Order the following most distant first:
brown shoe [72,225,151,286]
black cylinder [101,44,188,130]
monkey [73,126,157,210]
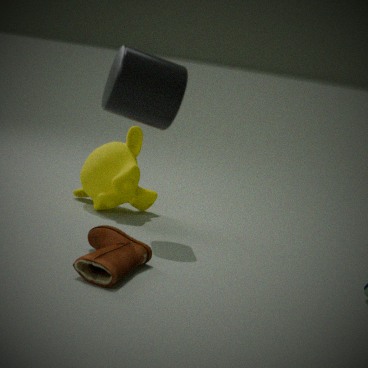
monkey [73,126,157,210], brown shoe [72,225,151,286], black cylinder [101,44,188,130]
